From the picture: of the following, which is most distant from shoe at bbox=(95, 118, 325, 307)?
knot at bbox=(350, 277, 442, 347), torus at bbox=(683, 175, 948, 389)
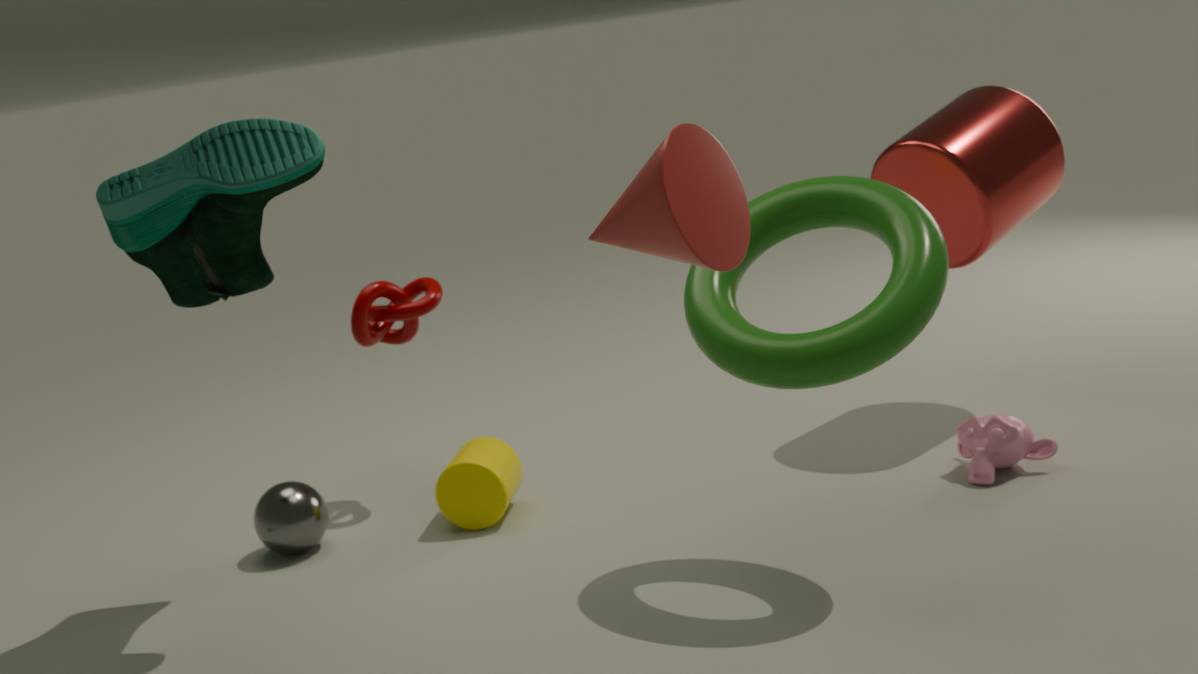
torus at bbox=(683, 175, 948, 389)
